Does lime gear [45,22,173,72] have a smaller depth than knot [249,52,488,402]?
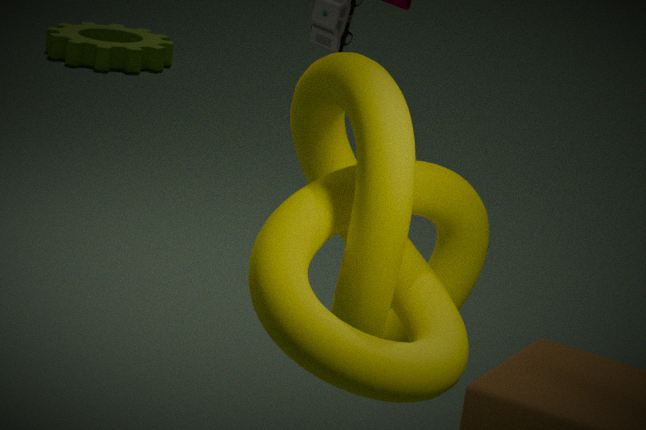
No
